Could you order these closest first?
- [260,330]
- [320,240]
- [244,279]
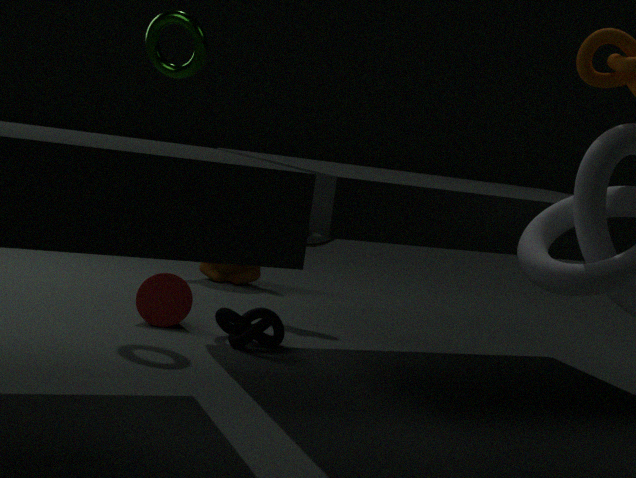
1. [260,330]
2. [320,240]
3. [244,279]
